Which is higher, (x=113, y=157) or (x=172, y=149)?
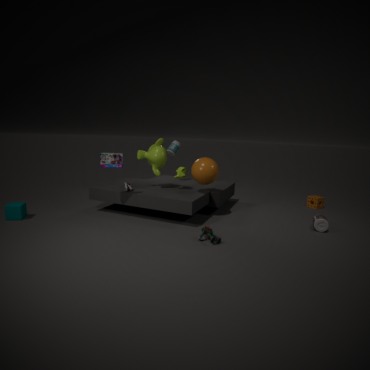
(x=172, y=149)
